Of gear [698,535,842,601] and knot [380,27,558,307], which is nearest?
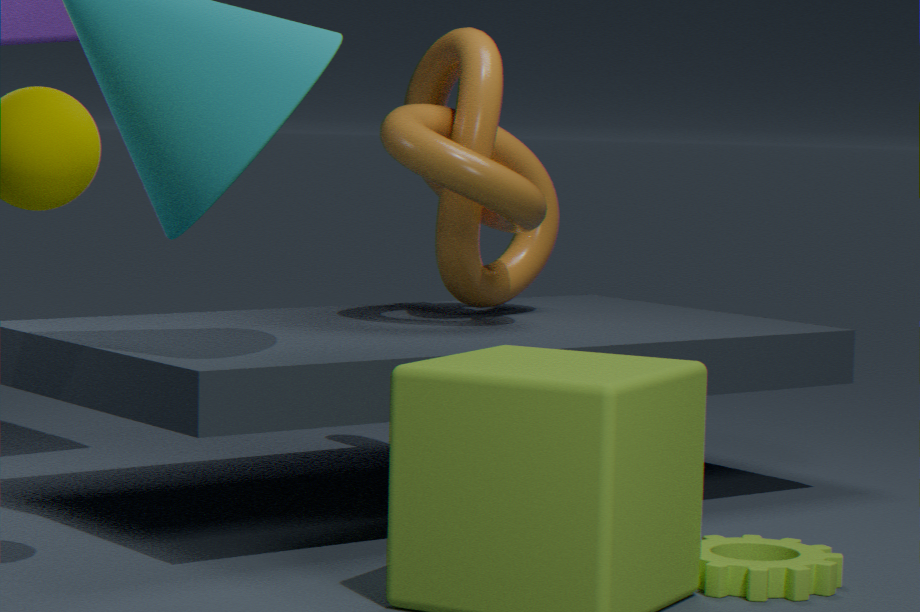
gear [698,535,842,601]
